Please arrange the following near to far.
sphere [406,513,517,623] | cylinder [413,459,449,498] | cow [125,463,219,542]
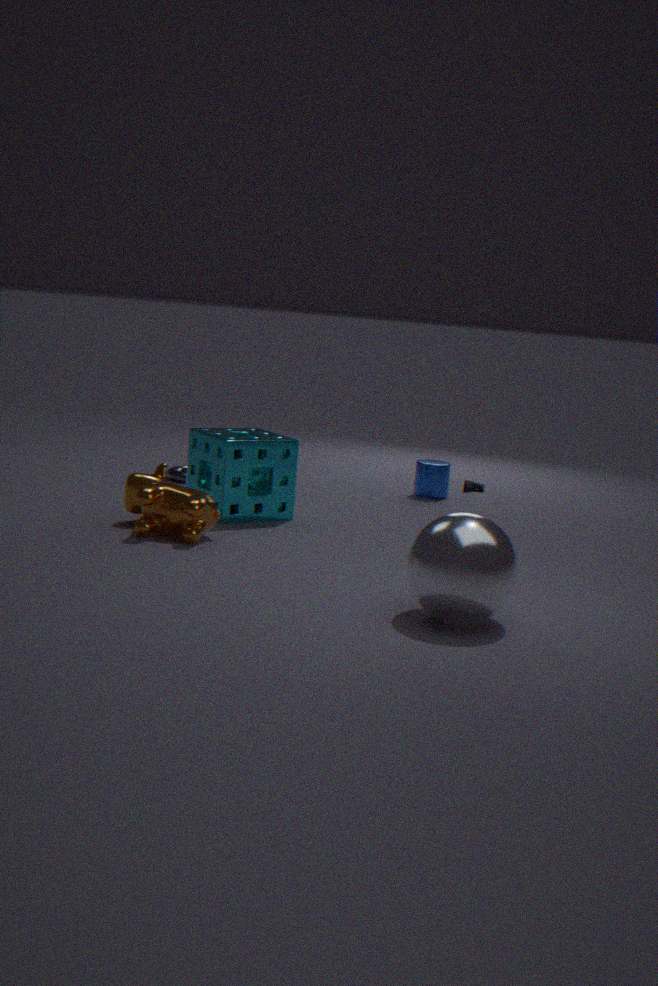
sphere [406,513,517,623] < cow [125,463,219,542] < cylinder [413,459,449,498]
